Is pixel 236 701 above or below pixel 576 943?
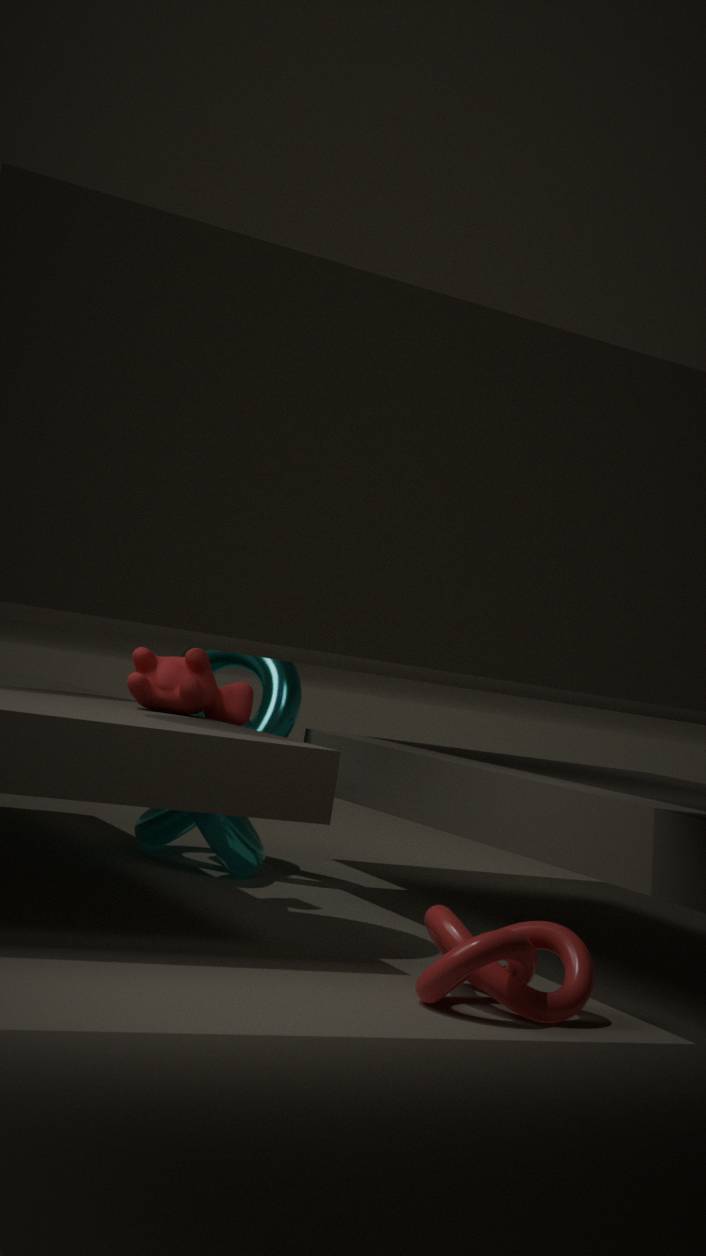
above
